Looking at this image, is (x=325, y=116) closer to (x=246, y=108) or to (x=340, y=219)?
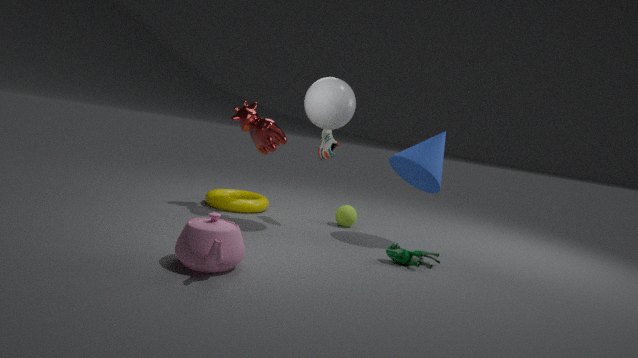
(x=246, y=108)
